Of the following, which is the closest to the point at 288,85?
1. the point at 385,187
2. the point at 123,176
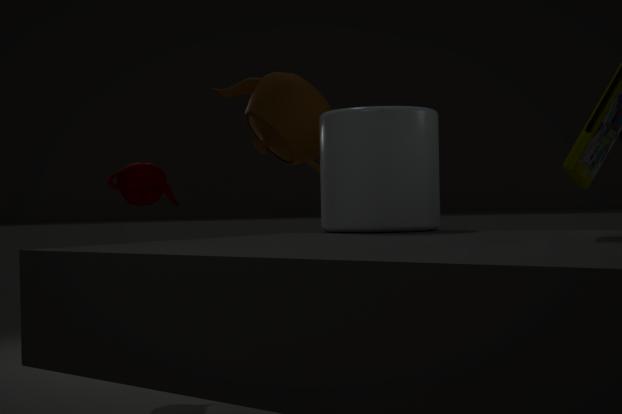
the point at 385,187
